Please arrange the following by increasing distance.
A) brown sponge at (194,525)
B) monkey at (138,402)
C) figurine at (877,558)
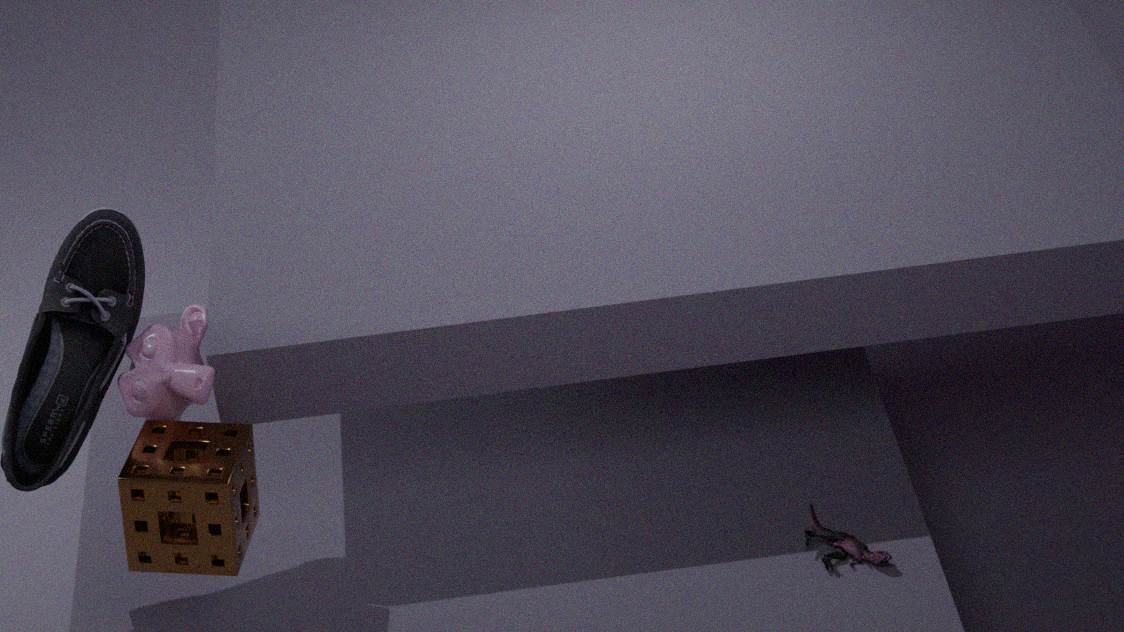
brown sponge at (194,525)
monkey at (138,402)
figurine at (877,558)
